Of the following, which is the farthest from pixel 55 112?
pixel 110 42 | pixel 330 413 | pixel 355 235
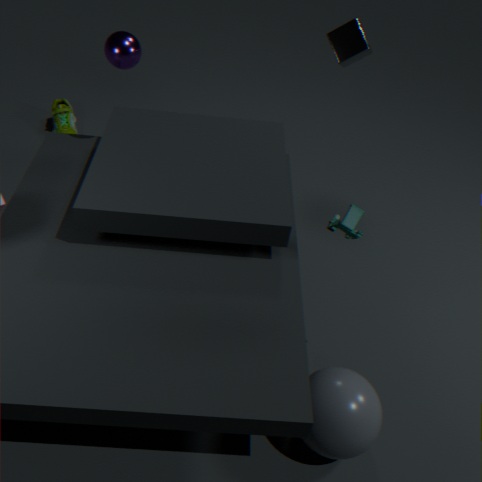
→ pixel 330 413
